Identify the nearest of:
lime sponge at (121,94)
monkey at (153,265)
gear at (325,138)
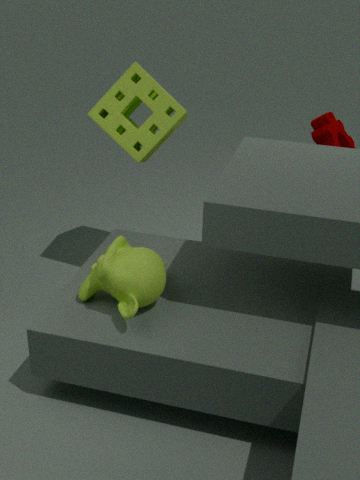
monkey at (153,265)
